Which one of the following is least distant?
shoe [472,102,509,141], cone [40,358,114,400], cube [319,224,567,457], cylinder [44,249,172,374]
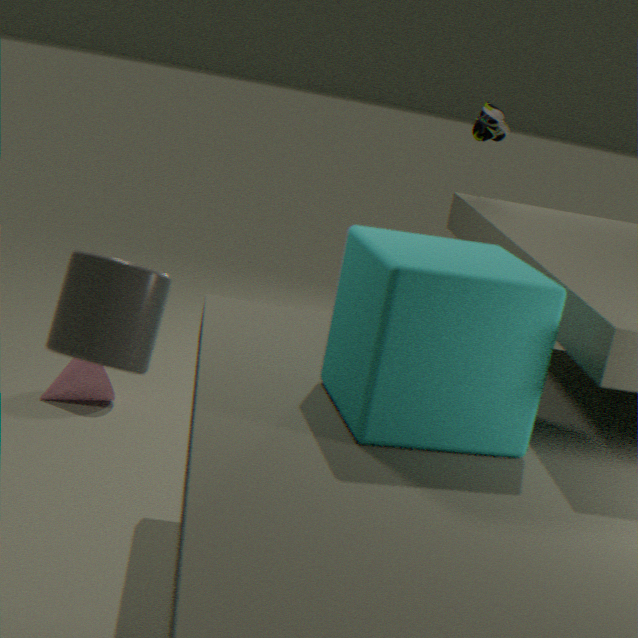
cylinder [44,249,172,374]
